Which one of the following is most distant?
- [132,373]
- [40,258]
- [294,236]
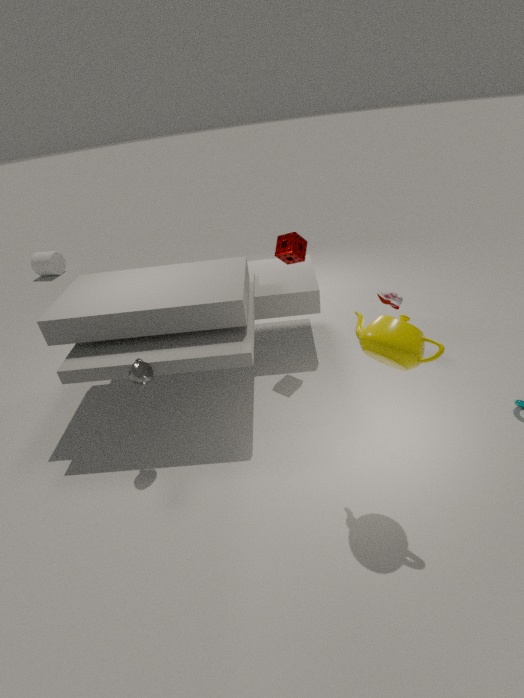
[40,258]
